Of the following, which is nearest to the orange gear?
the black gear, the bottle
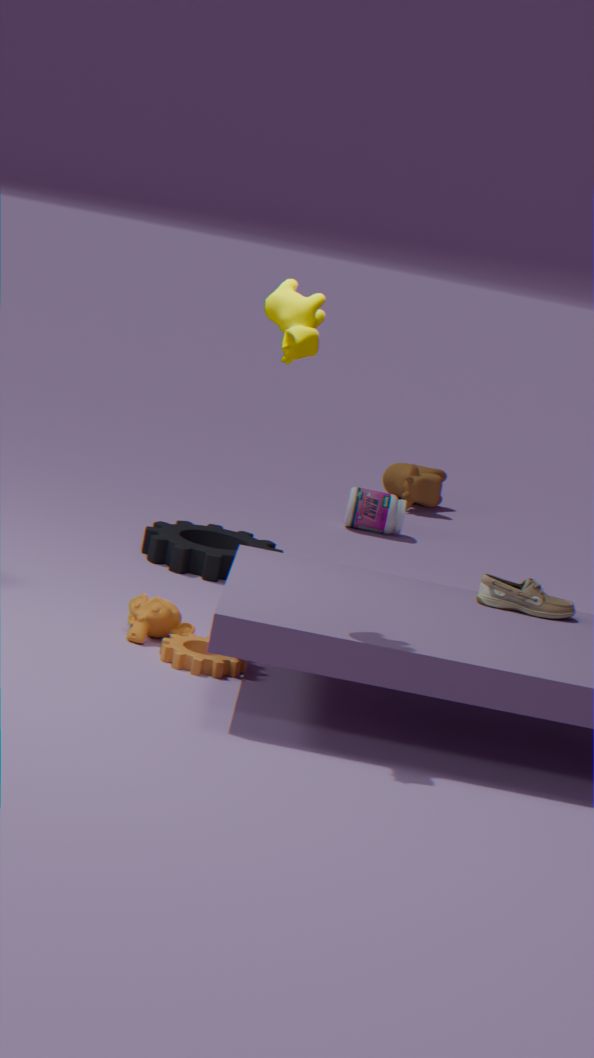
the black gear
